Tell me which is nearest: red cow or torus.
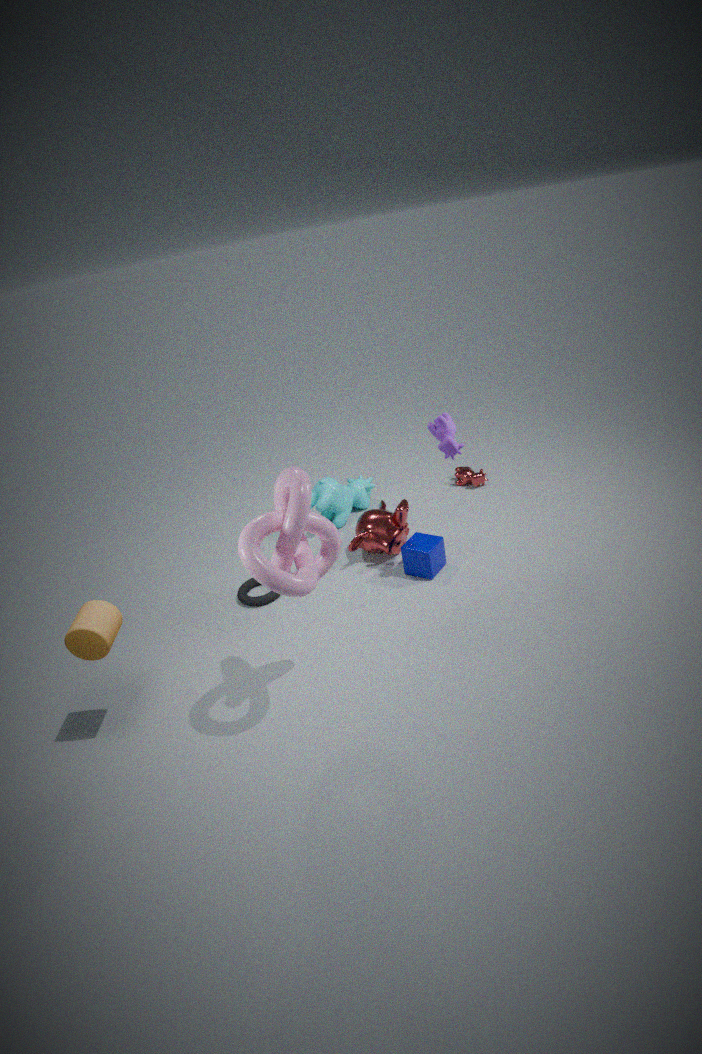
torus
